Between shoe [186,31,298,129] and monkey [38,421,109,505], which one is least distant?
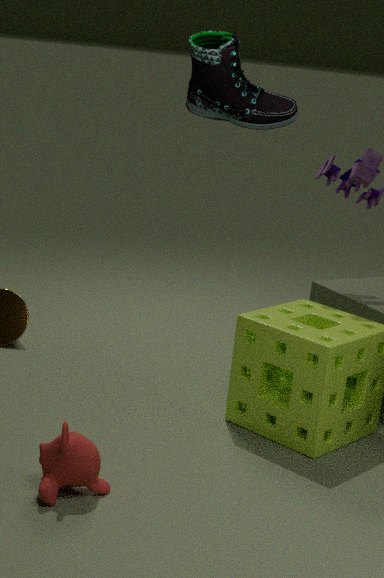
shoe [186,31,298,129]
